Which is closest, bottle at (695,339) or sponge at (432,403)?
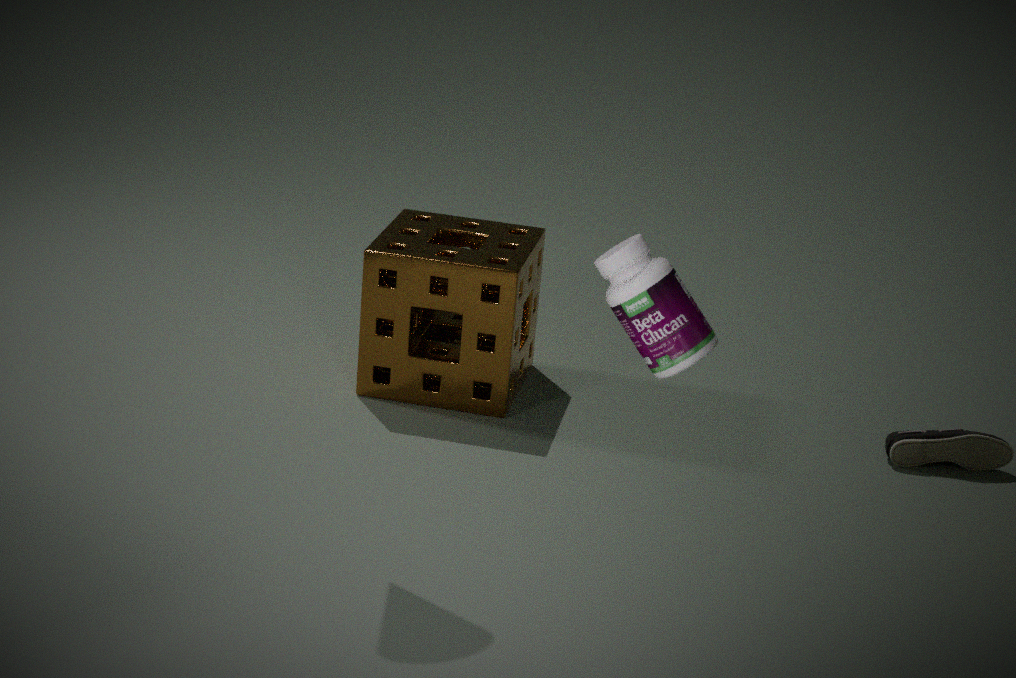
bottle at (695,339)
